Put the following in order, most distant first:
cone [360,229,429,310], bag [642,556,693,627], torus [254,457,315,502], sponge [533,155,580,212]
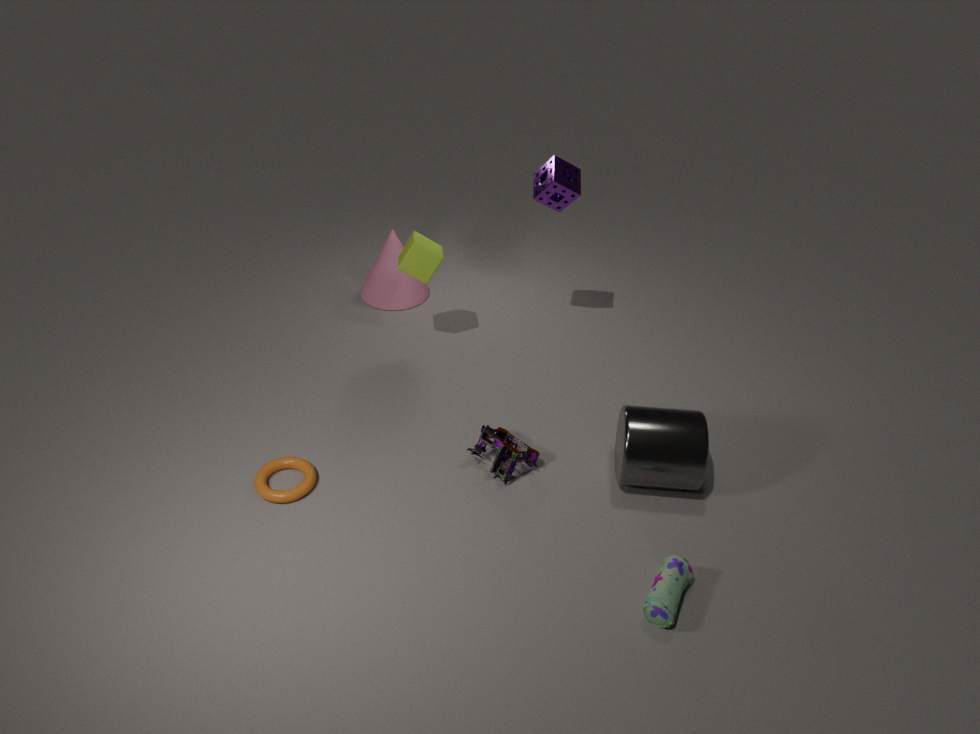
cone [360,229,429,310] → sponge [533,155,580,212] → torus [254,457,315,502] → bag [642,556,693,627]
